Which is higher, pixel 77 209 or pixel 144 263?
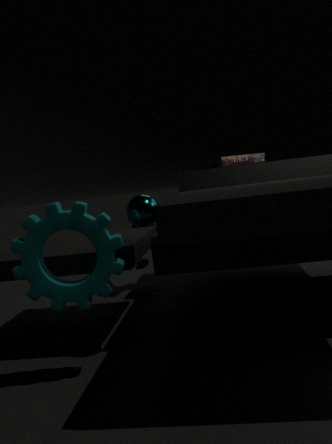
pixel 77 209
